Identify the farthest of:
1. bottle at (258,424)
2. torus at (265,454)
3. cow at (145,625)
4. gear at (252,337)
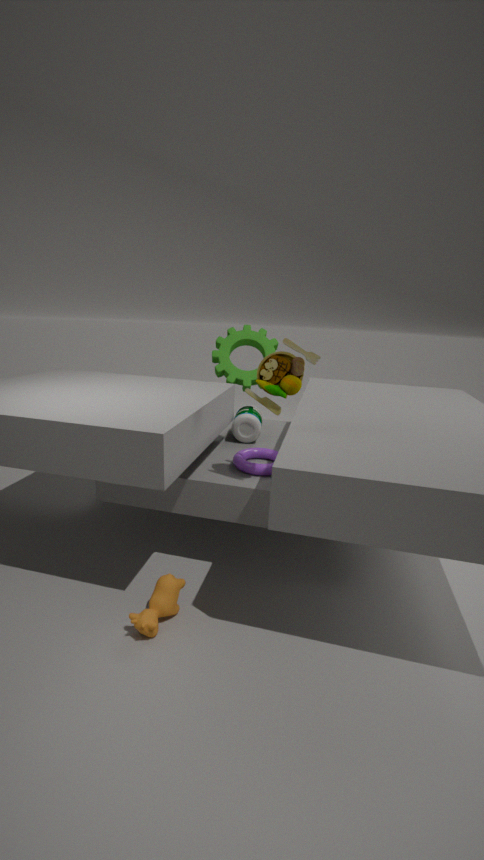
gear at (252,337)
